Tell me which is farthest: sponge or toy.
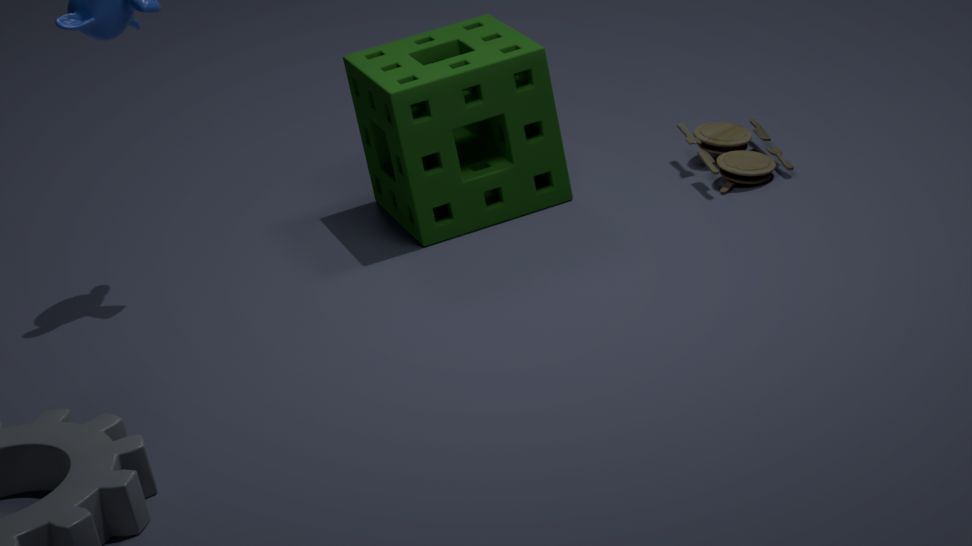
toy
